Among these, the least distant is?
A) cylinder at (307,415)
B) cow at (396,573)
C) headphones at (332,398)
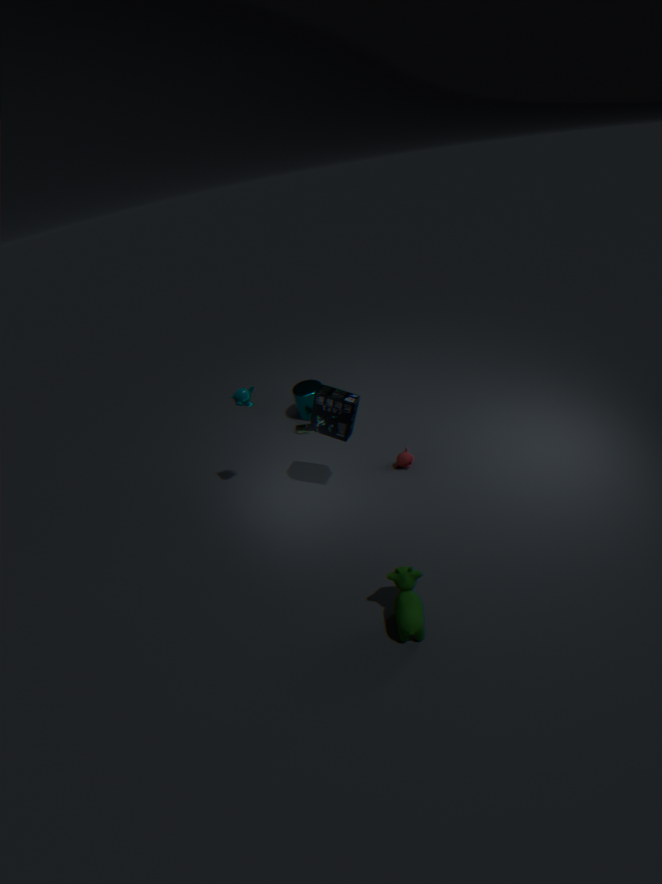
cow at (396,573)
